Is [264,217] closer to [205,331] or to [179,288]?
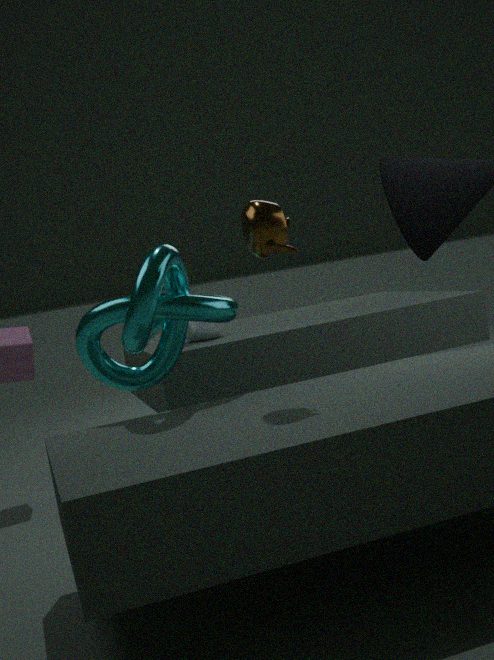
[179,288]
